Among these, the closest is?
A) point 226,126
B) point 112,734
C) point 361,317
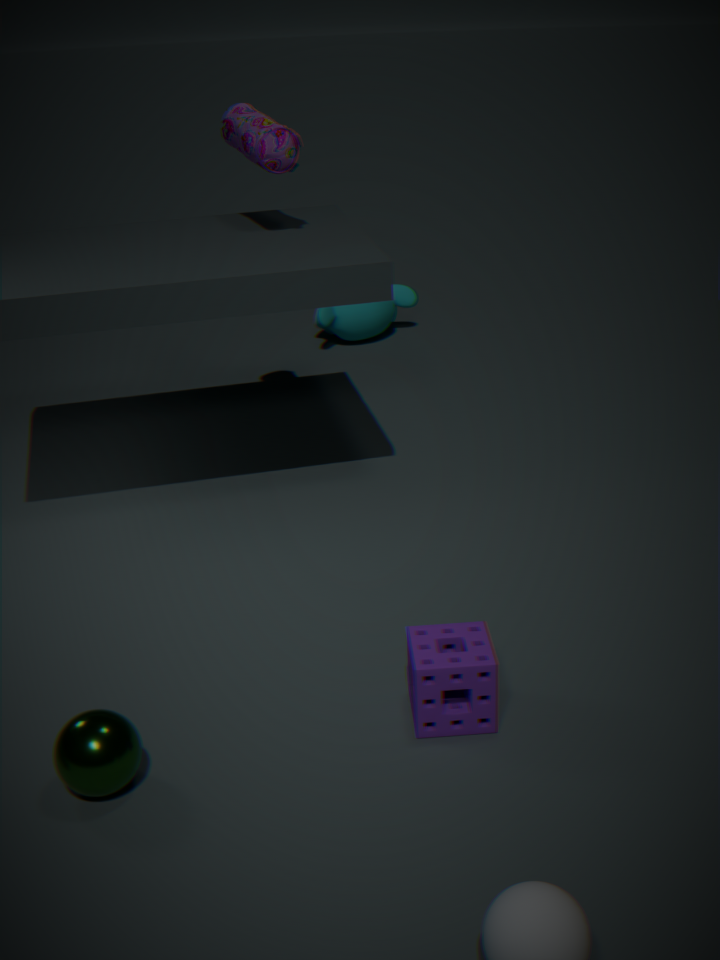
point 112,734
